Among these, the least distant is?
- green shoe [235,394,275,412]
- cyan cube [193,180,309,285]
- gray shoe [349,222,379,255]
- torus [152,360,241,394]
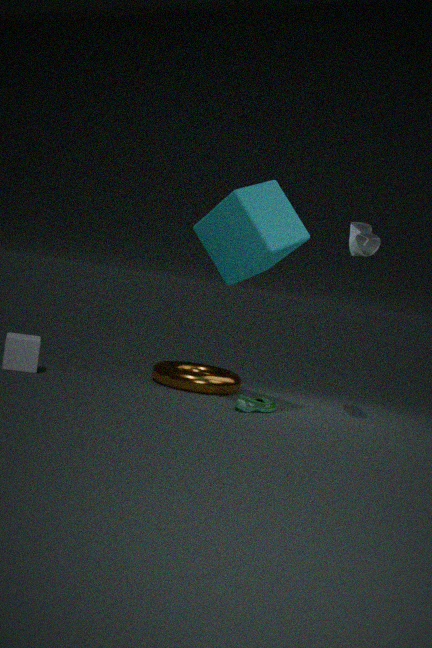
cyan cube [193,180,309,285]
